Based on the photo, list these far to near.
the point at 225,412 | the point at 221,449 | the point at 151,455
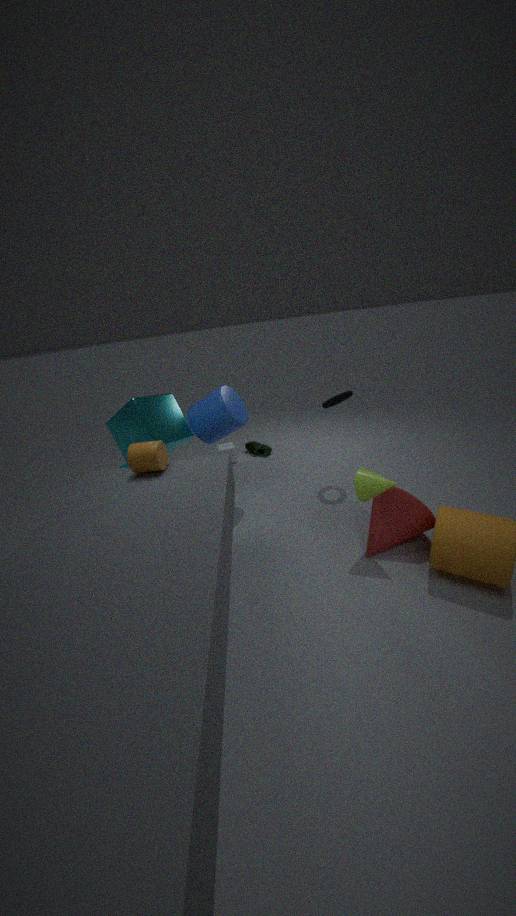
the point at 221,449, the point at 225,412, the point at 151,455
